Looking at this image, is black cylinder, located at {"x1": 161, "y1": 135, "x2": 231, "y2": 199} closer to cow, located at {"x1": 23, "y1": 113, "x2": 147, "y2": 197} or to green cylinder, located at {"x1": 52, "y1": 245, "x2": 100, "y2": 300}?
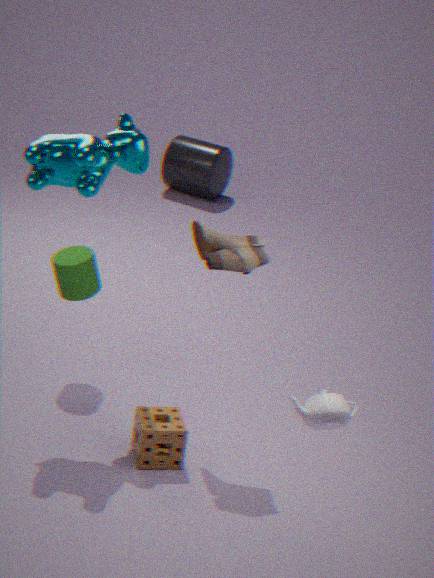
green cylinder, located at {"x1": 52, "y1": 245, "x2": 100, "y2": 300}
